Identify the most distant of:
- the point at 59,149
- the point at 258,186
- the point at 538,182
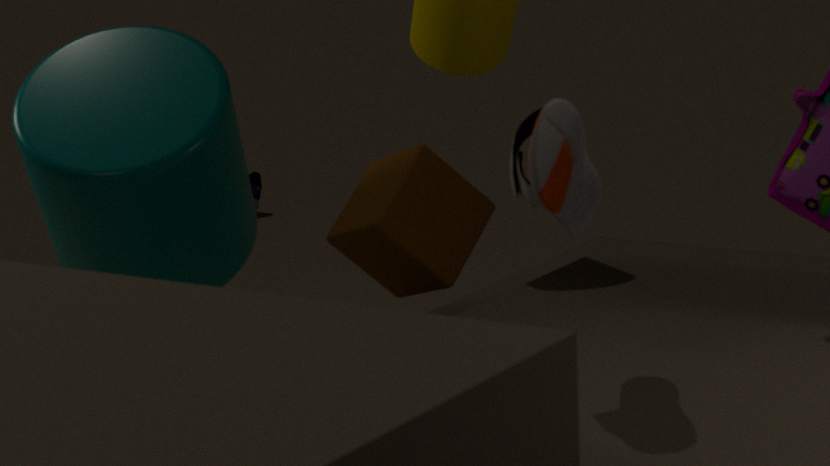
the point at 258,186
